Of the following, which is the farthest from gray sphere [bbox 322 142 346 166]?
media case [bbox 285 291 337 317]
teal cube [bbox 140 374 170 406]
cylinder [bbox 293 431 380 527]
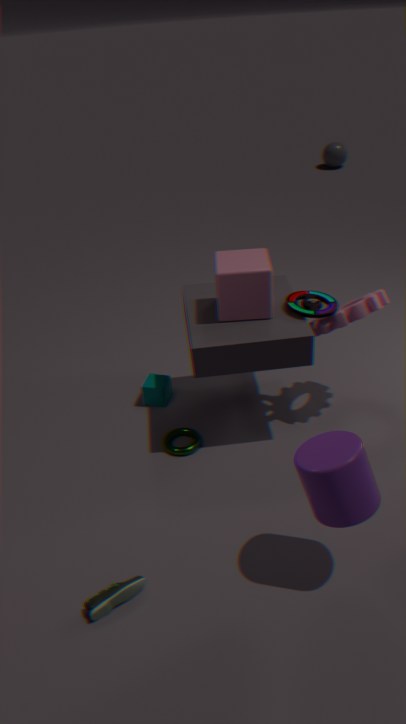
cylinder [bbox 293 431 380 527]
